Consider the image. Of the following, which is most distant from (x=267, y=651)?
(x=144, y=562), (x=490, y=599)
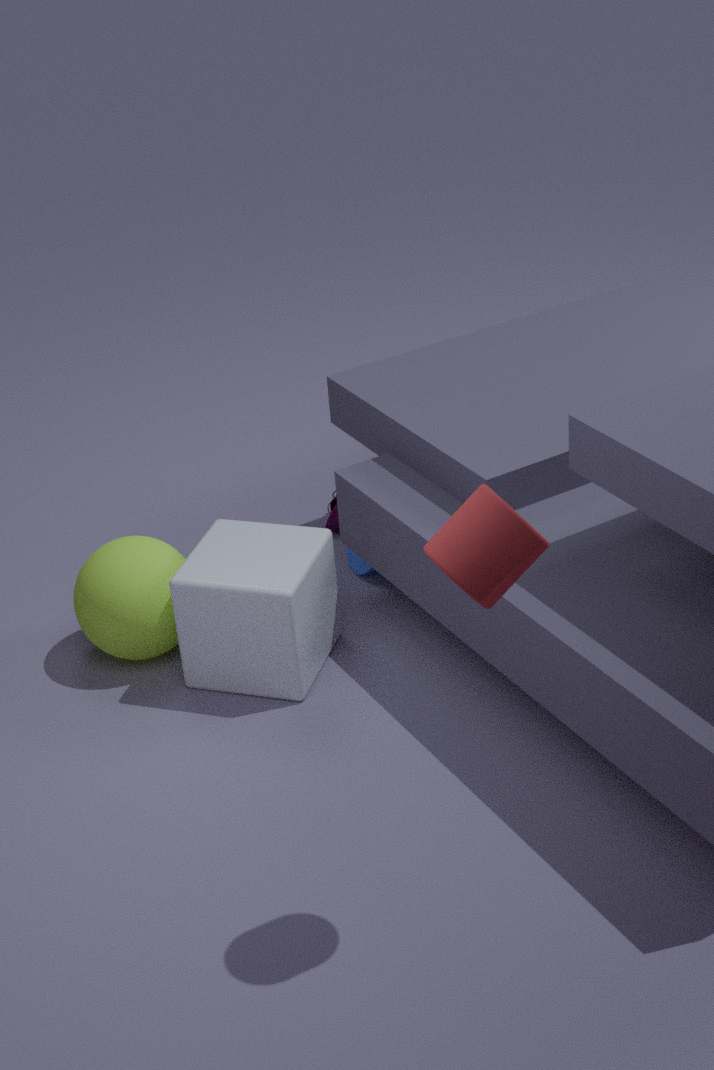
(x=490, y=599)
